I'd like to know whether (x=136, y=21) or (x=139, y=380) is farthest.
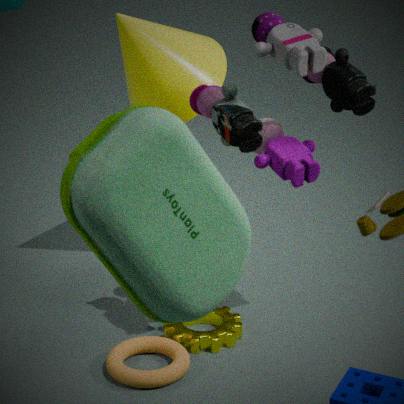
(x=136, y=21)
